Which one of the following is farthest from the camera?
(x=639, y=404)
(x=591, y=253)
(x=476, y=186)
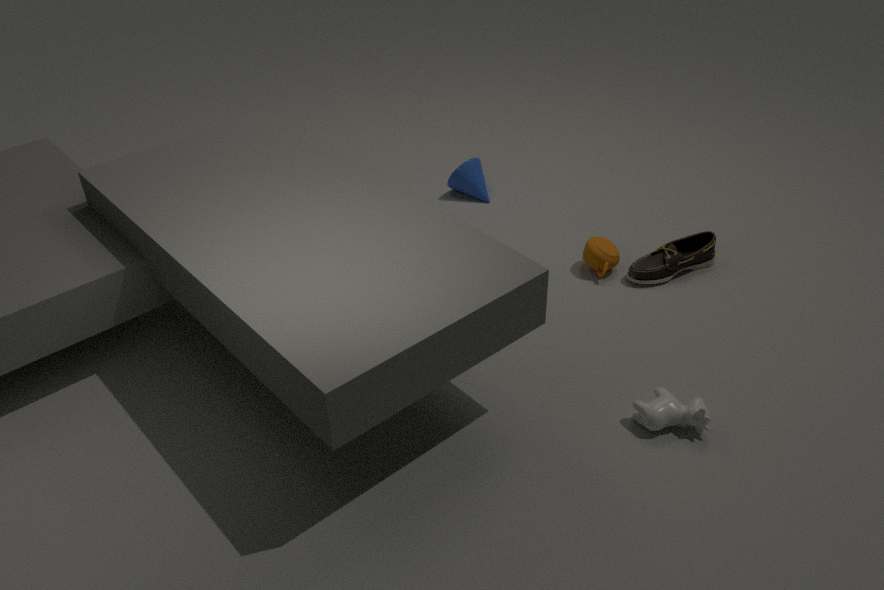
(x=476, y=186)
